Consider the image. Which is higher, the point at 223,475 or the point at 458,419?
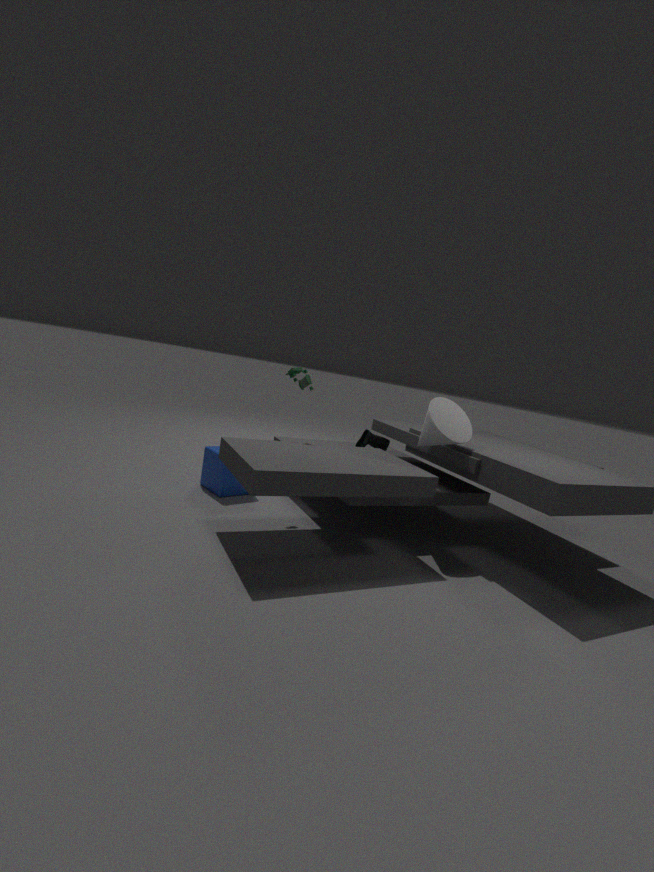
the point at 458,419
